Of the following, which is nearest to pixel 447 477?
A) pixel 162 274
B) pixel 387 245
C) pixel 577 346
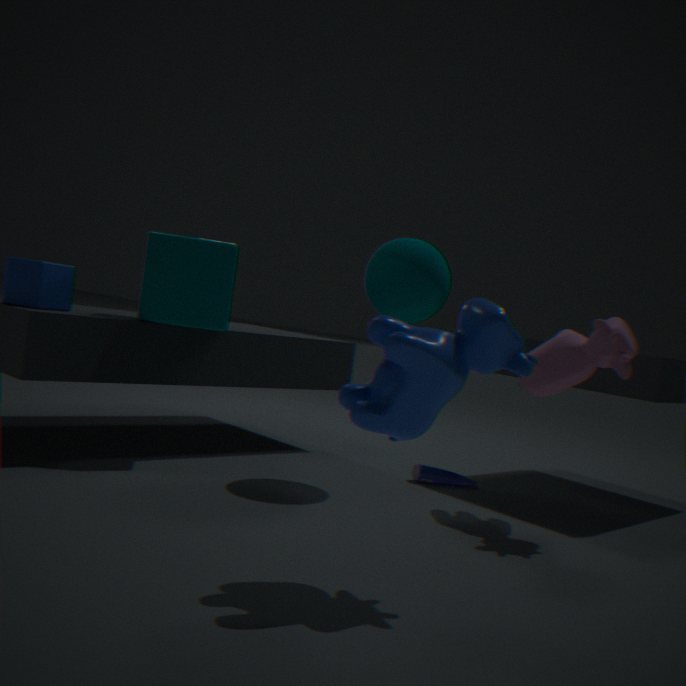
pixel 577 346
